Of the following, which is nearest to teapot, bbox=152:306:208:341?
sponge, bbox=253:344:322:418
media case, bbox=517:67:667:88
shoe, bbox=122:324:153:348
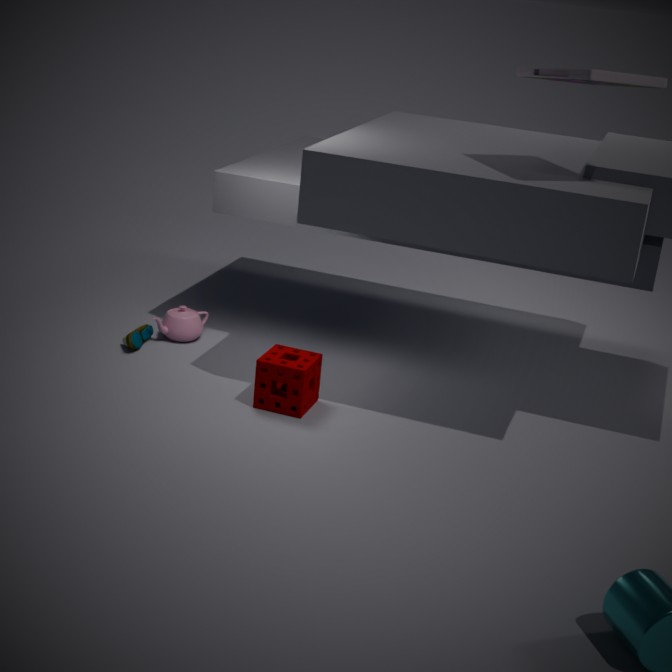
shoe, bbox=122:324:153:348
